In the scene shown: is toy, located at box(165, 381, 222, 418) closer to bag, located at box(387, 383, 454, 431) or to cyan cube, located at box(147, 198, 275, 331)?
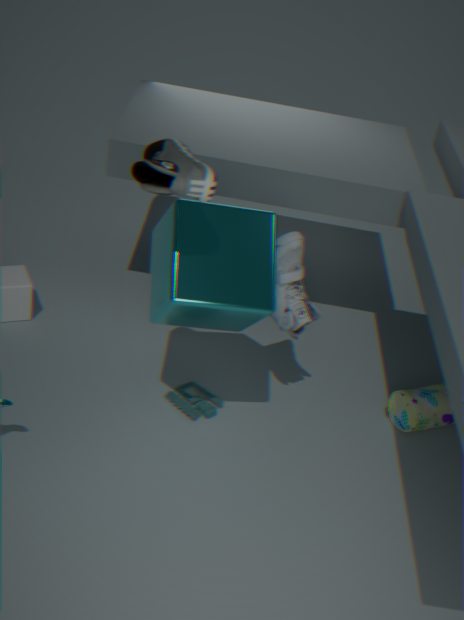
cyan cube, located at box(147, 198, 275, 331)
